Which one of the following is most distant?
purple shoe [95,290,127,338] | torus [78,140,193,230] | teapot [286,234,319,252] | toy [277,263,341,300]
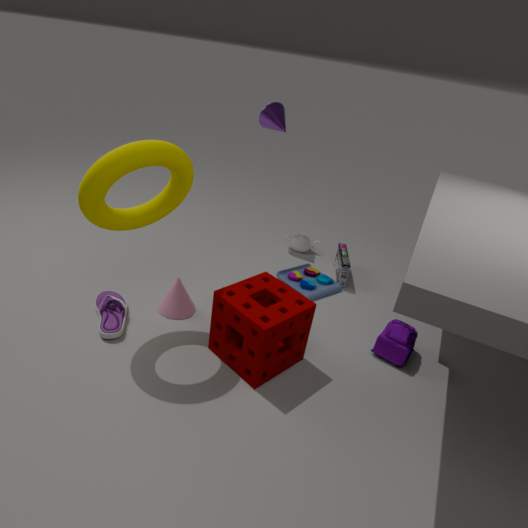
teapot [286,234,319,252]
